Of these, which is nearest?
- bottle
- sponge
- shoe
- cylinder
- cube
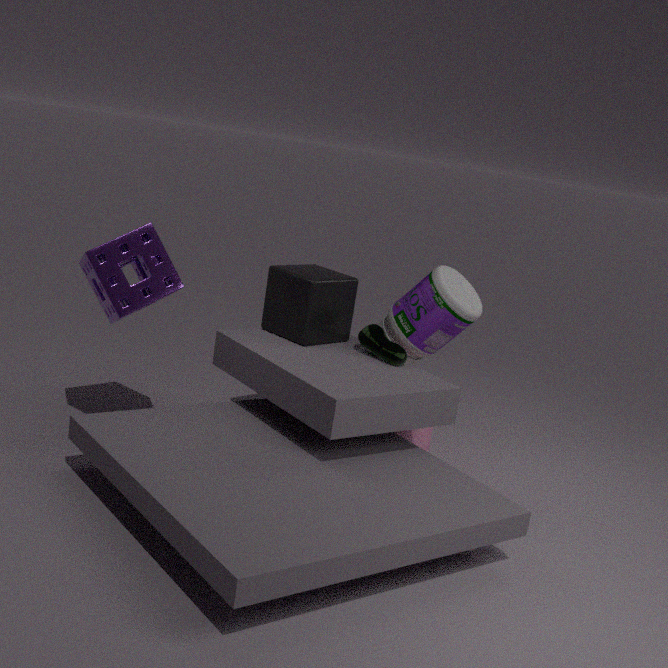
sponge
